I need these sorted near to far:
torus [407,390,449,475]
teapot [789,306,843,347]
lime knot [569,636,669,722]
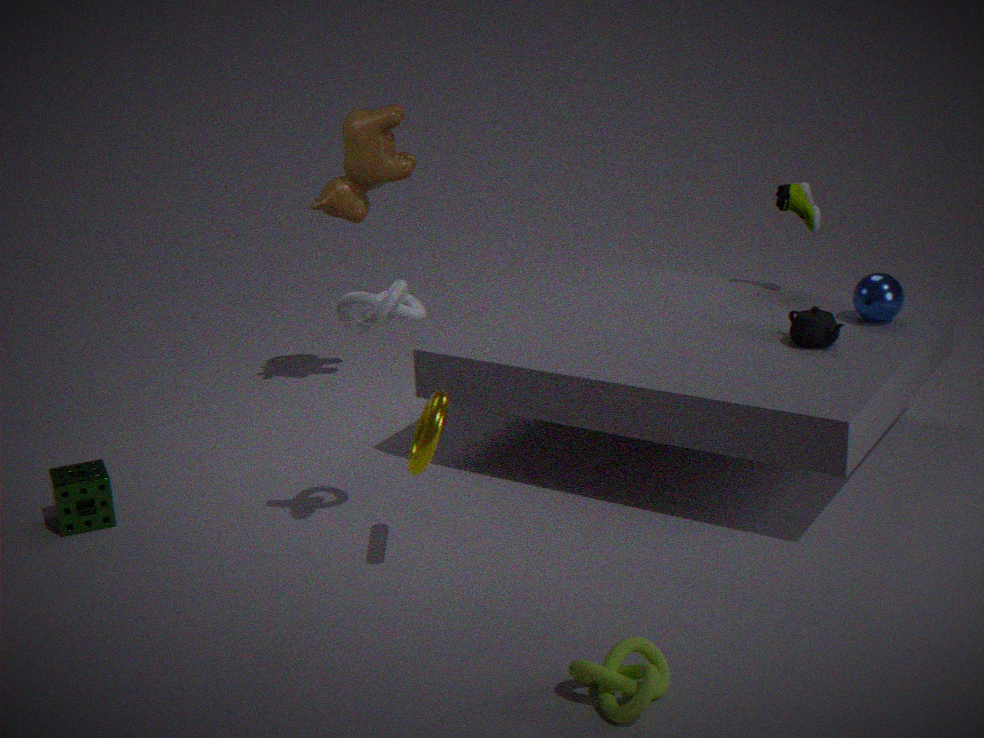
lime knot [569,636,669,722], torus [407,390,449,475], teapot [789,306,843,347]
